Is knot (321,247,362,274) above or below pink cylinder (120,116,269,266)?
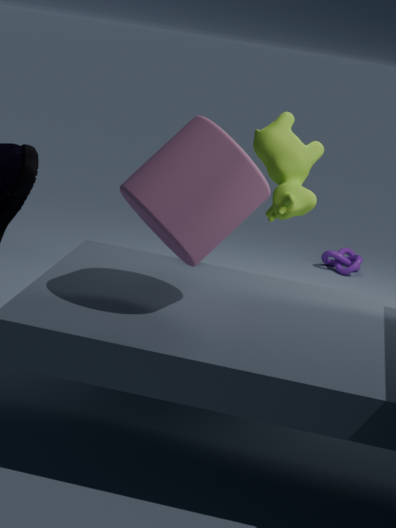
below
